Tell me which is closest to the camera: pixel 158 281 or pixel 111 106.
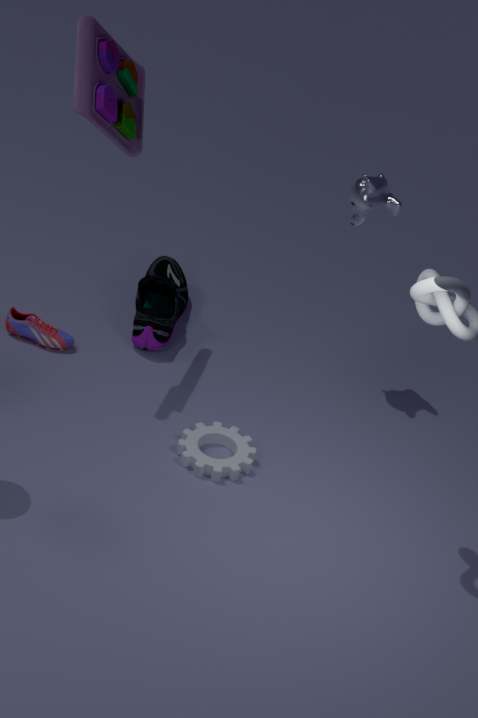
pixel 111 106
